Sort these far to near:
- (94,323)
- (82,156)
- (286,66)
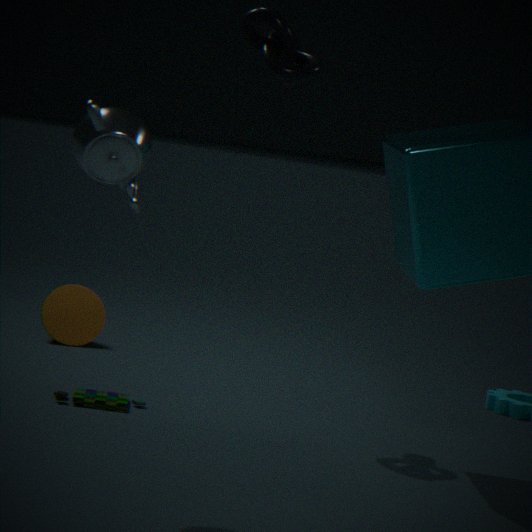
1. (94,323)
2. (286,66)
3. (82,156)
